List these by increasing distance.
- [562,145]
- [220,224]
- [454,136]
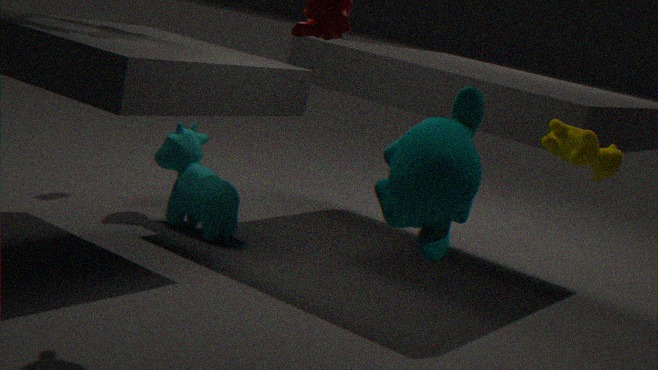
[454,136] → [562,145] → [220,224]
